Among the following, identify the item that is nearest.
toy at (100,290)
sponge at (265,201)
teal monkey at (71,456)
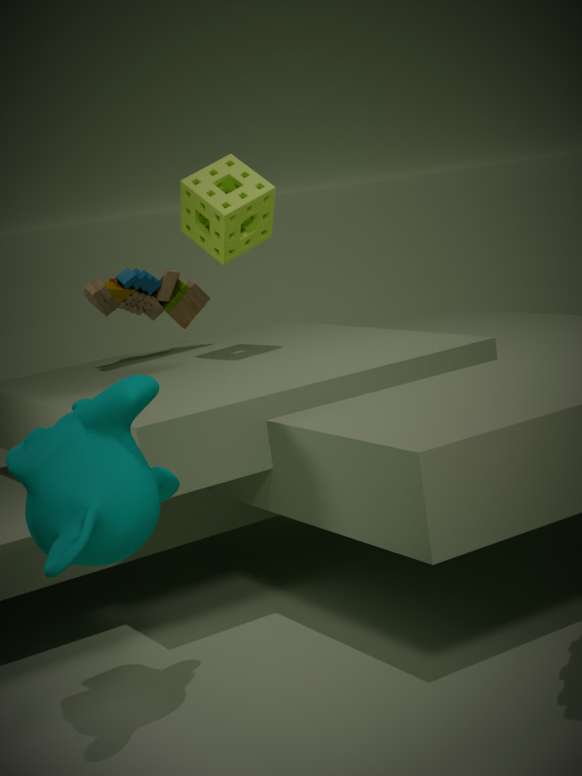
teal monkey at (71,456)
